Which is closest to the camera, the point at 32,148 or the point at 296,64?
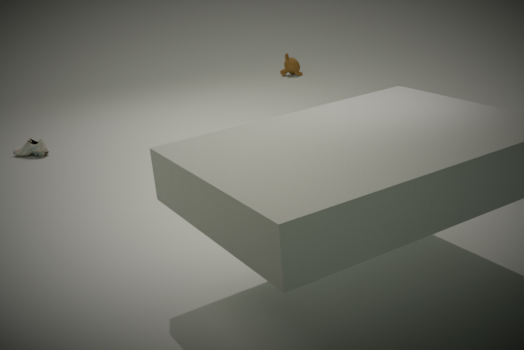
the point at 32,148
